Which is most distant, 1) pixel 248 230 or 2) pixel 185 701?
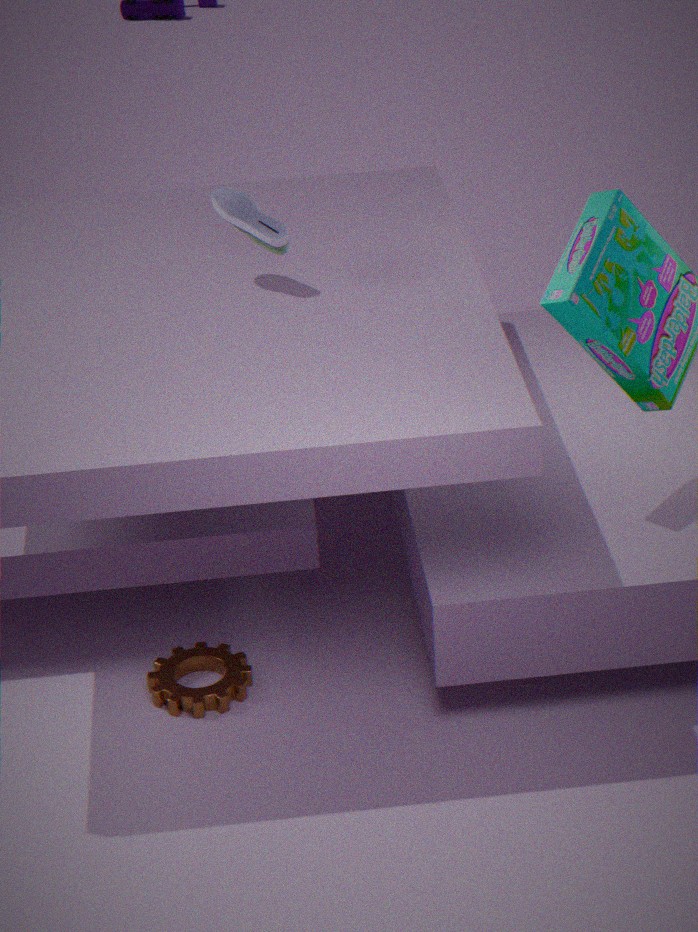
1. pixel 248 230
